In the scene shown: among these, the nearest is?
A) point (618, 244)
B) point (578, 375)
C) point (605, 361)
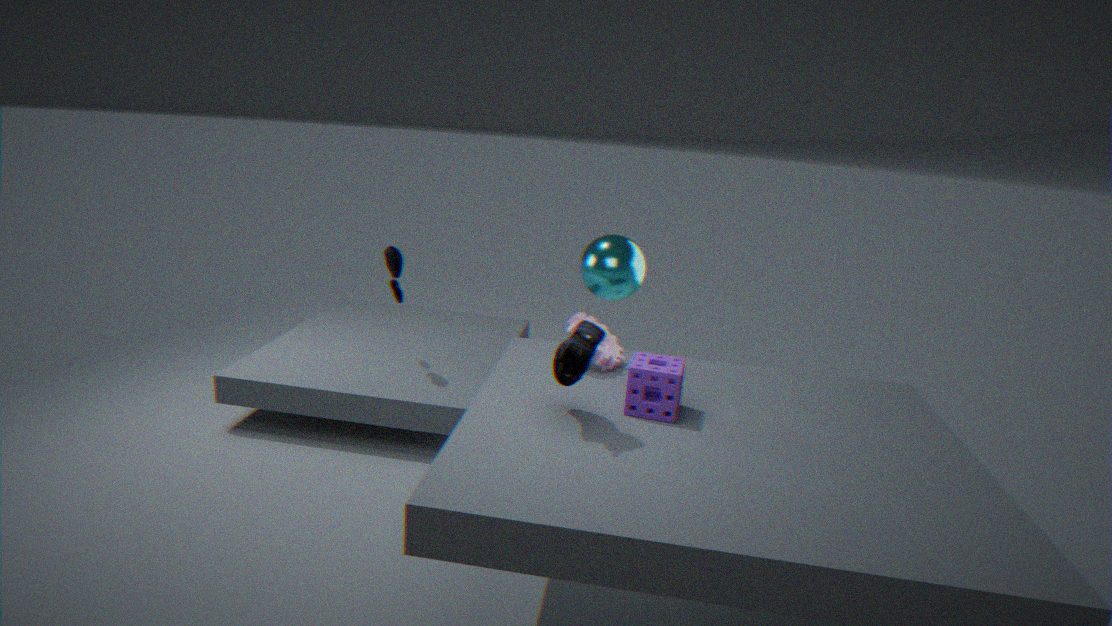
point (578, 375)
